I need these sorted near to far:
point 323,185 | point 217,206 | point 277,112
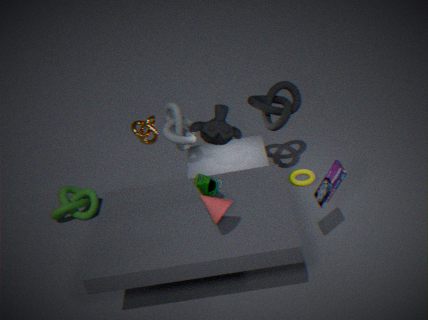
point 217,206 < point 323,185 < point 277,112
